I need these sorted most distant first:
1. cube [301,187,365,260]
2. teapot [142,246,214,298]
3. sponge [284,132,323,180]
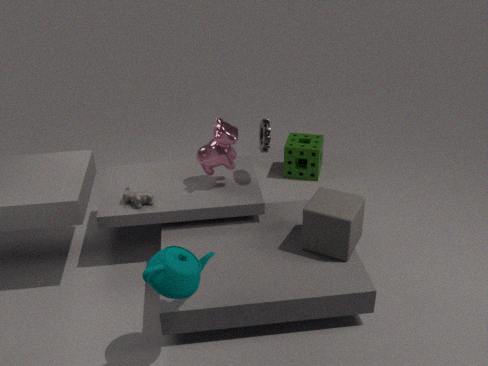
1. sponge [284,132,323,180]
2. cube [301,187,365,260]
3. teapot [142,246,214,298]
